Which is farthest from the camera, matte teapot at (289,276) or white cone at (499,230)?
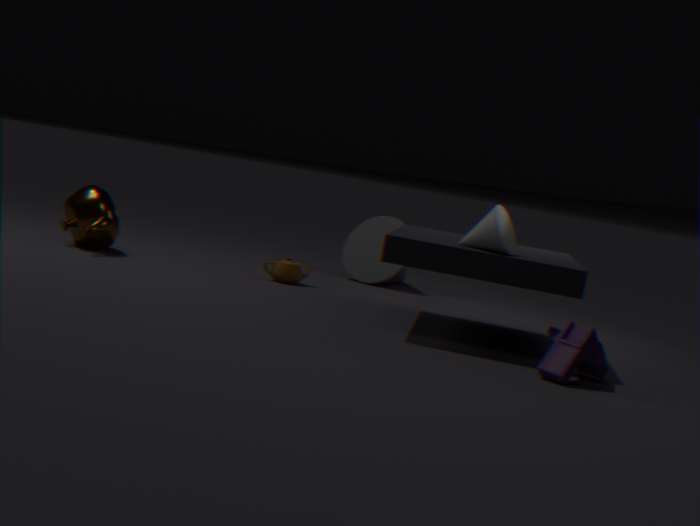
matte teapot at (289,276)
